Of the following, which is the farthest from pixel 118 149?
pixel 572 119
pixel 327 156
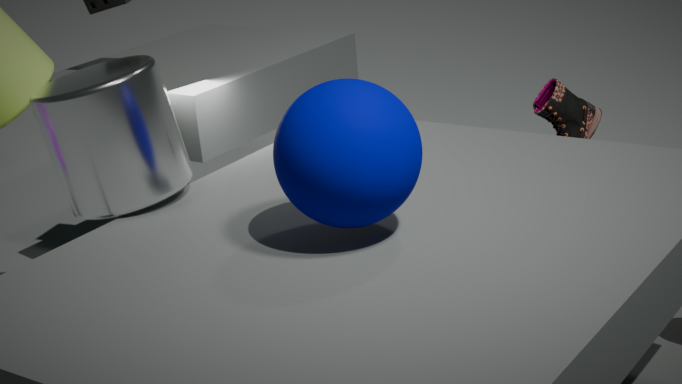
pixel 572 119
